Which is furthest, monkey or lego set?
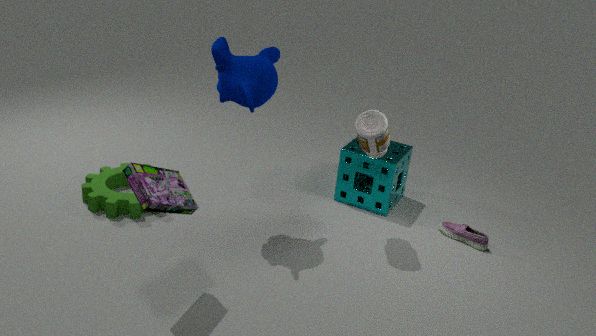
monkey
